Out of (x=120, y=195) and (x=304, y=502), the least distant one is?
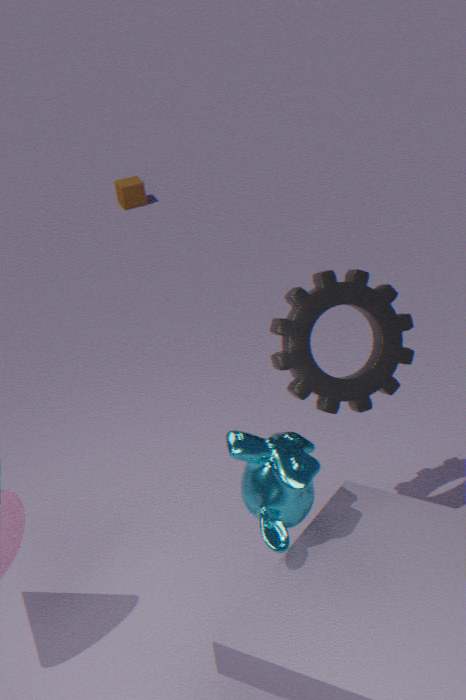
(x=304, y=502)
